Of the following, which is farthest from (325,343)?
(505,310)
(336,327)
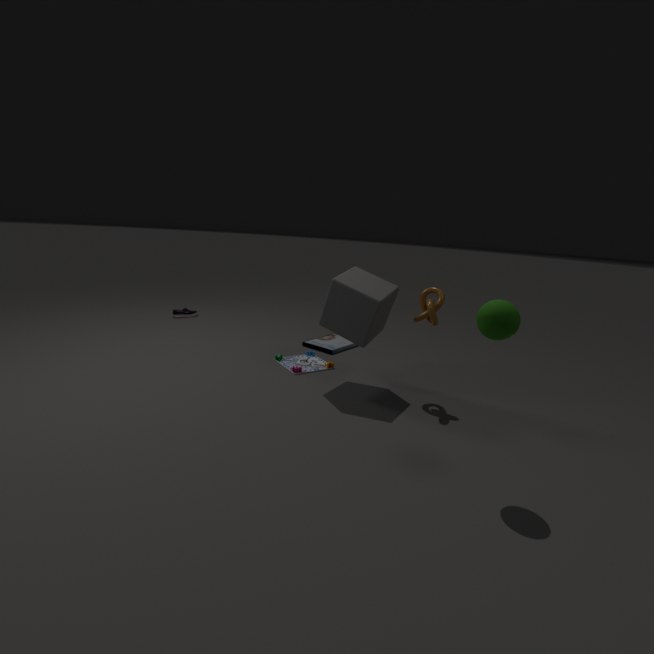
(505,310)
